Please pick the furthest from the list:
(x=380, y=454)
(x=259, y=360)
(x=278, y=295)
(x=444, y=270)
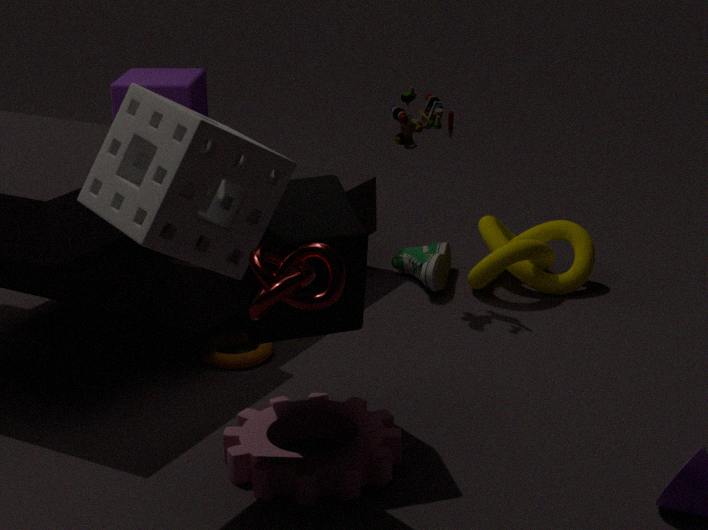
(x=444, y=270)
